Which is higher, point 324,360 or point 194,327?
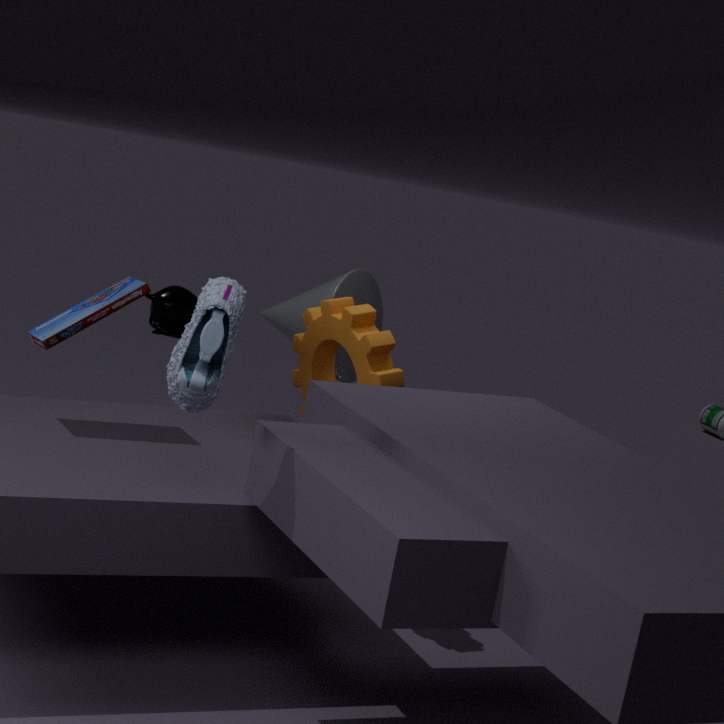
point 194,327
